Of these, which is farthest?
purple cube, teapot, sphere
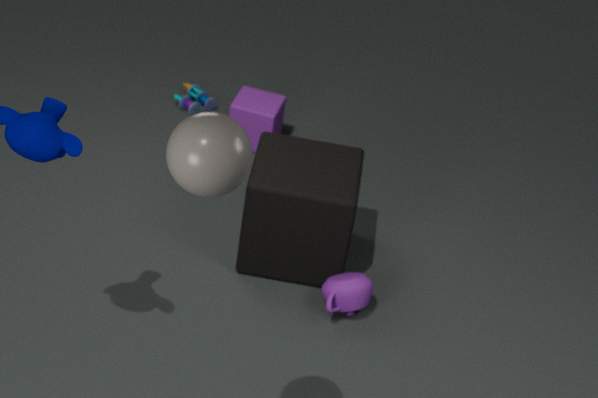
purple cube
